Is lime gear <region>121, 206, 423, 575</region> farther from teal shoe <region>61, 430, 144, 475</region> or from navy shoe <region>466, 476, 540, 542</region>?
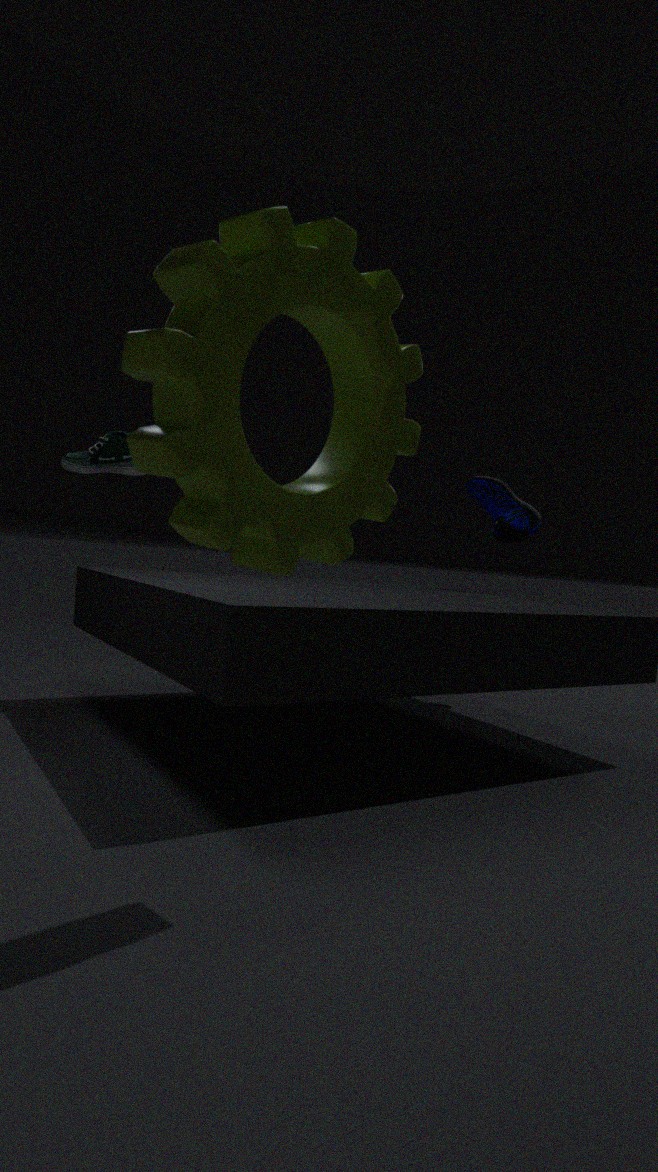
navy shoe <region>466, 476, 540, 542</region>
